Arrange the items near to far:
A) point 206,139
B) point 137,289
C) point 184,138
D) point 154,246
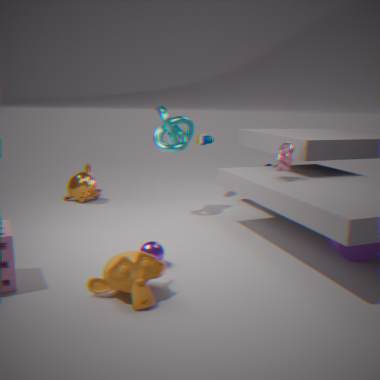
point 137,289, point 154,246, point 184,138, point 206,139
